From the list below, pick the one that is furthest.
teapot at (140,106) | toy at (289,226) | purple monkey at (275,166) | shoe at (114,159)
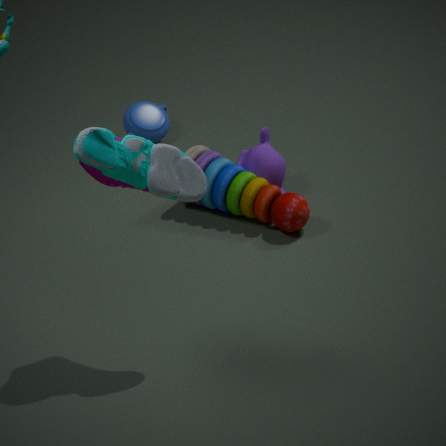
teapot at (140,106)
